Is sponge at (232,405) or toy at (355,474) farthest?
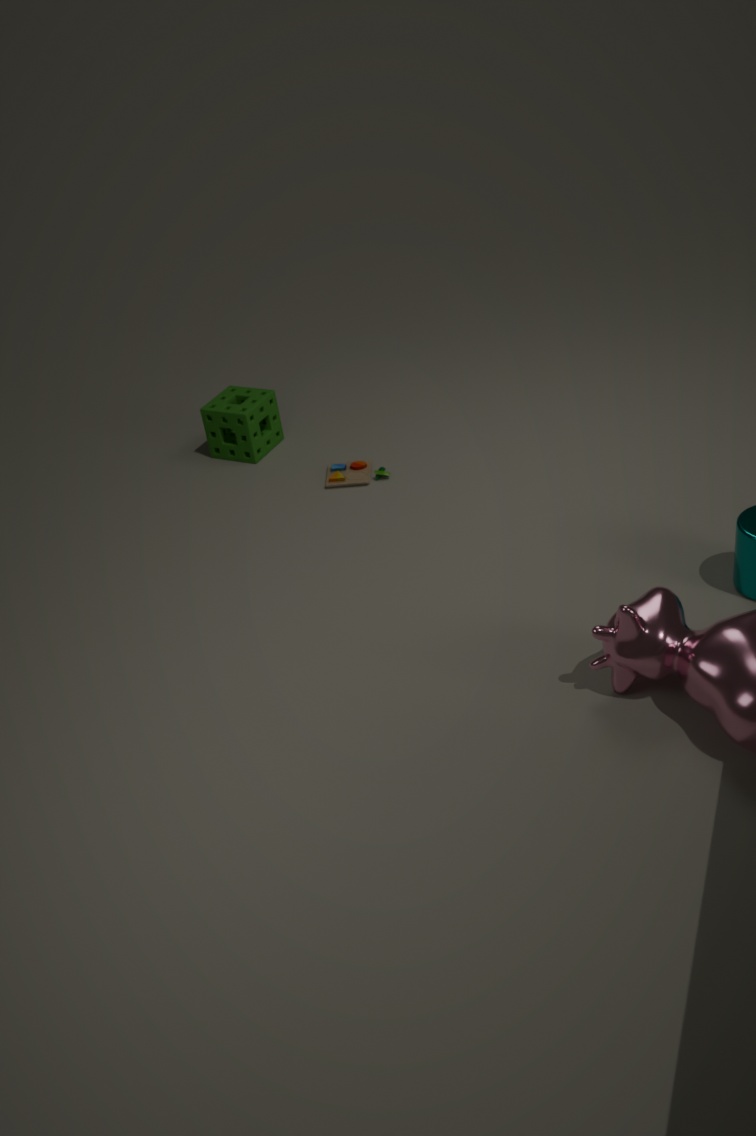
sponge at (232,405)
